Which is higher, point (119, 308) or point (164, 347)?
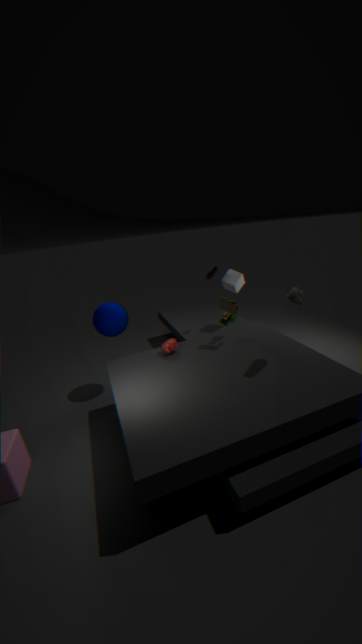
point (119, 308)
